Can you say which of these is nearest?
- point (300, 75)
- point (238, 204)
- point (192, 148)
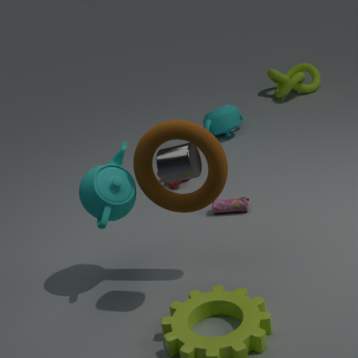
point (192, 148)
